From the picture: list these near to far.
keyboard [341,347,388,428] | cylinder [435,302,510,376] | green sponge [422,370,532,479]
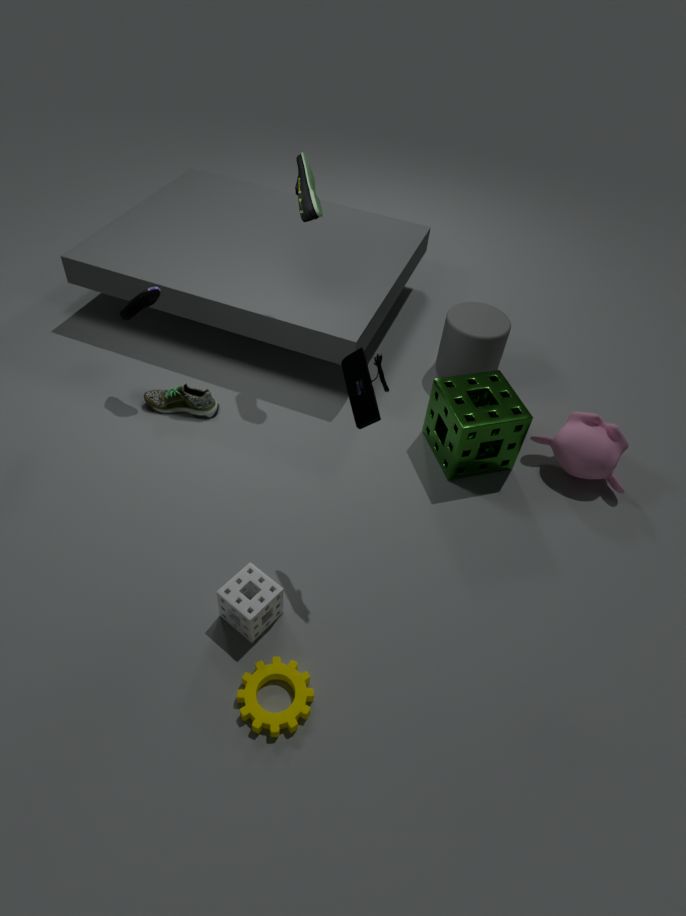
1. keyboard [341,347,388,428]
2. green sponge [422,370,532,479]
3. cylinder [435,302,510,376]
